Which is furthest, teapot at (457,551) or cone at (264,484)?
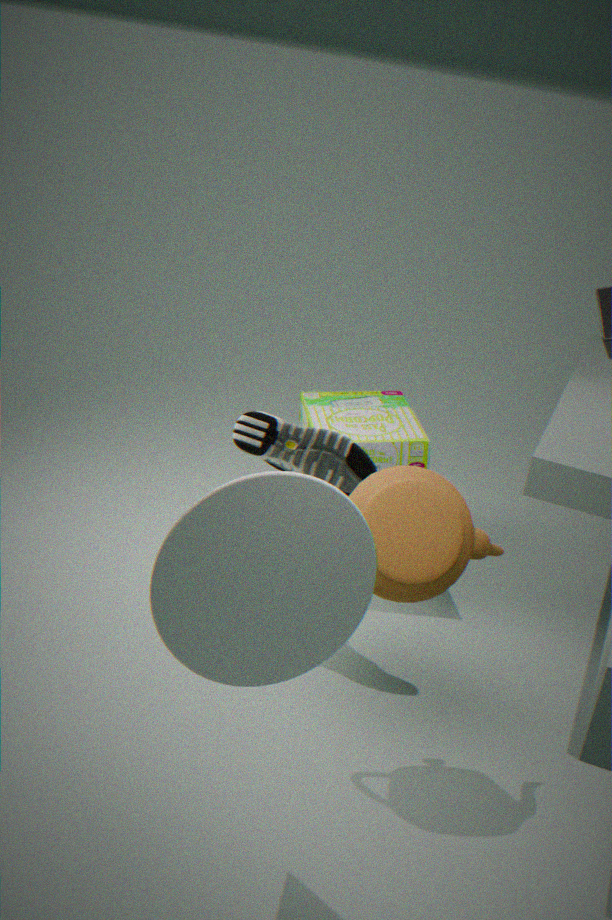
teapot at (457,551)
